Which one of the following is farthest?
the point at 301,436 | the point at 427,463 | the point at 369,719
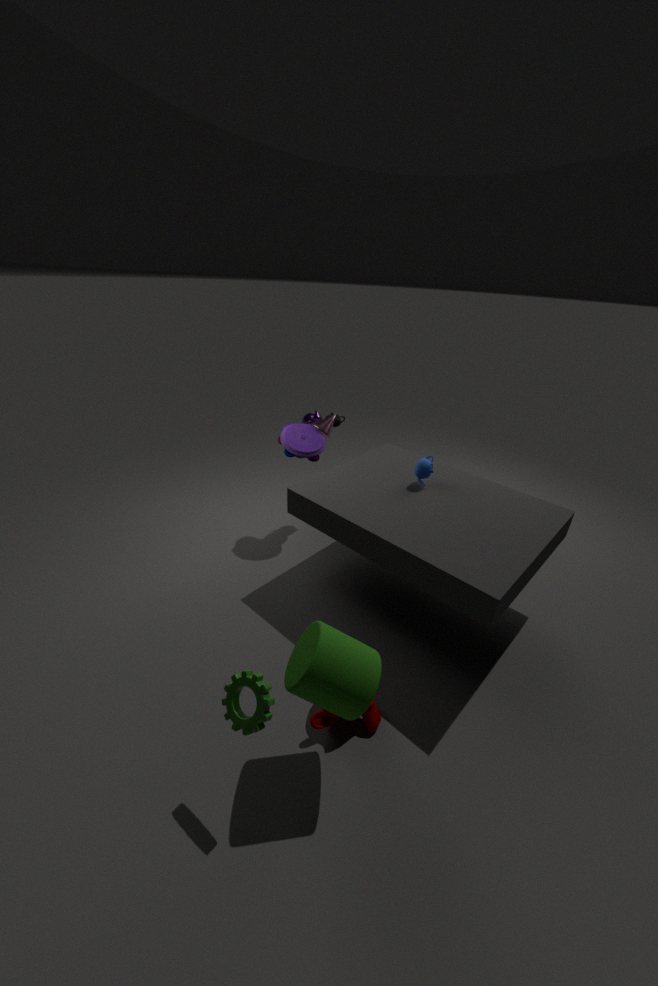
the point at 301,436
